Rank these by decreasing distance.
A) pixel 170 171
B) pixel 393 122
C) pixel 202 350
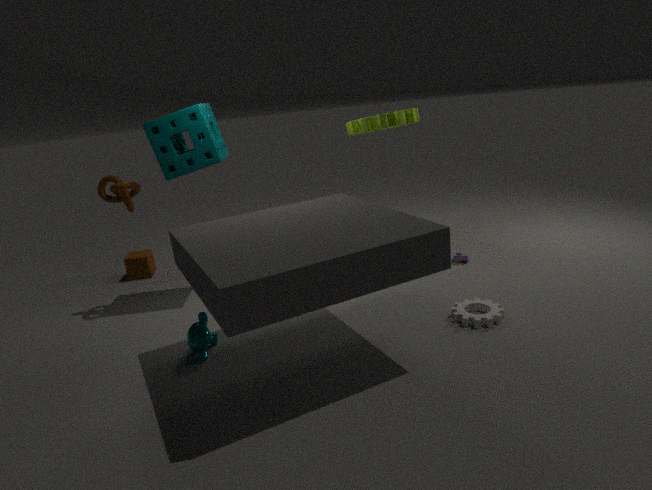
pixel 393 122, pixel 170 171, pixel 202 350
